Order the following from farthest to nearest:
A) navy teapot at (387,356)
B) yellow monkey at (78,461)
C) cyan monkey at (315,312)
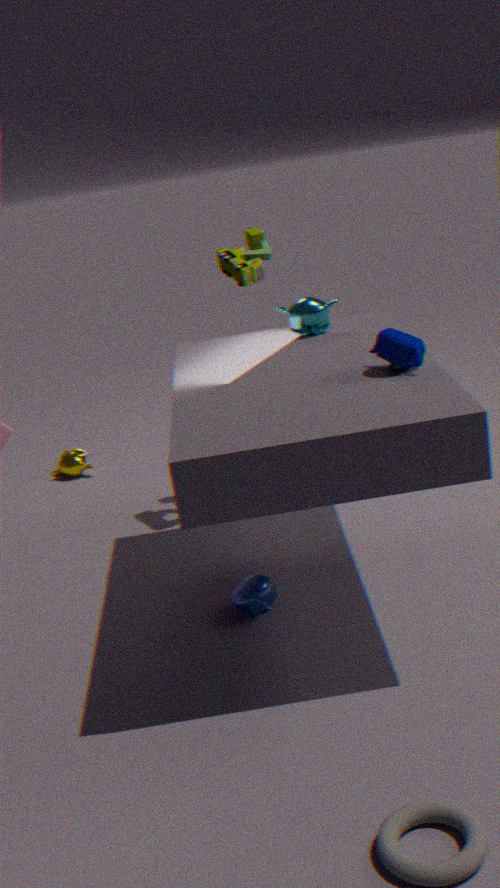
1. yellow monkey at (78,461)
2. cyan monkey at (315,312)
3. navy teapot at (387,356)
